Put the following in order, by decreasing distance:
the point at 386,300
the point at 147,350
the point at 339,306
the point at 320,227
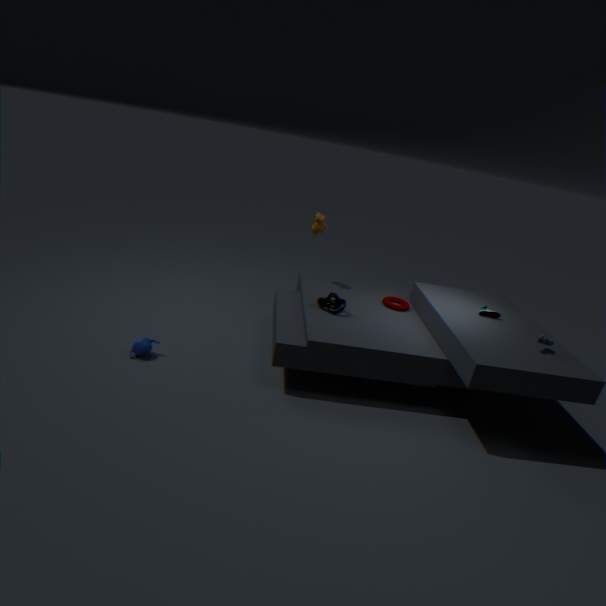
the point at 320,227 < the point at 386,300 < the point at 339,306 < the point at 147,350
